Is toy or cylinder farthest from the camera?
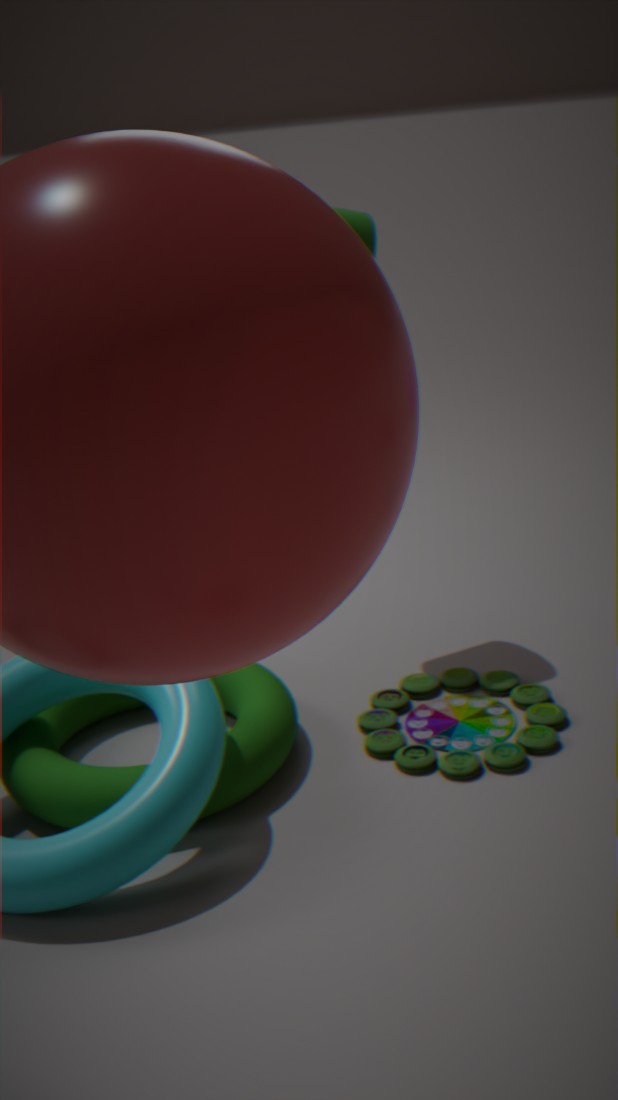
cylinder
